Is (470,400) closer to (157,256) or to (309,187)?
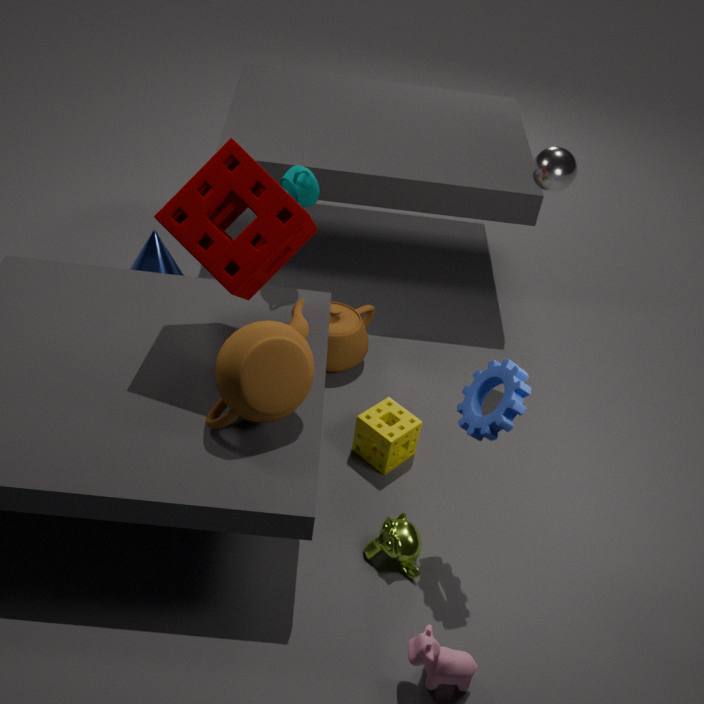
(309,187)
